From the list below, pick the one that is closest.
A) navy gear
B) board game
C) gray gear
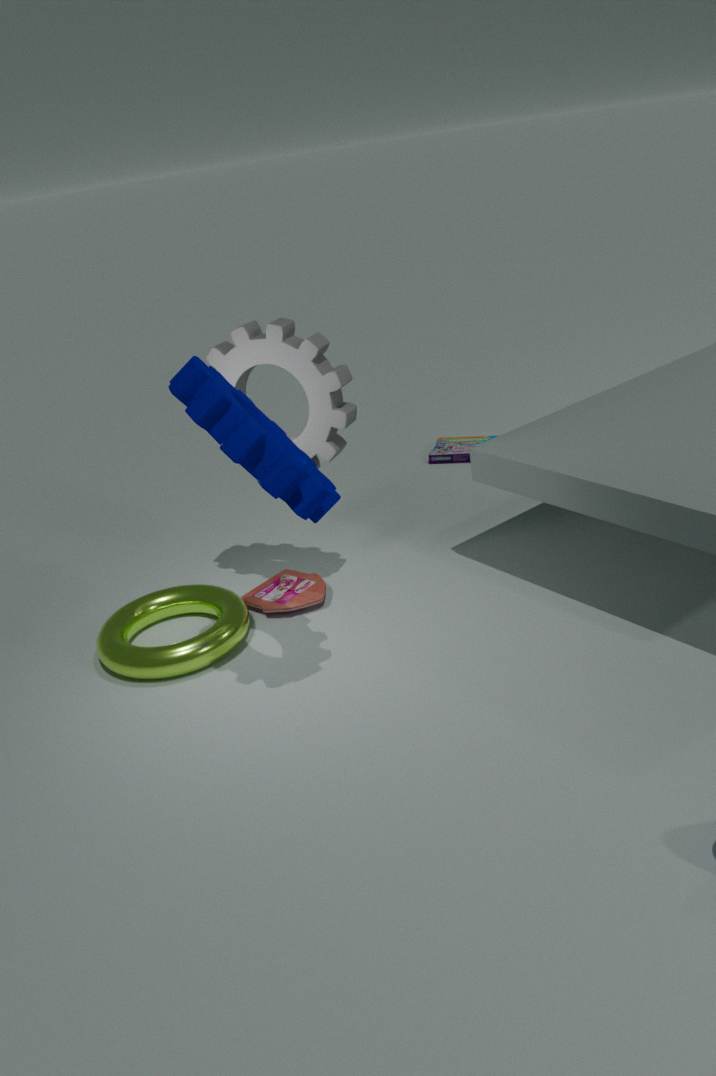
A. navy gear
